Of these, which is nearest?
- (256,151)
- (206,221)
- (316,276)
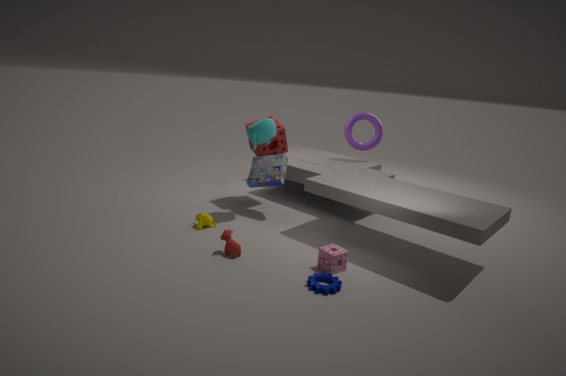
(316,276)
